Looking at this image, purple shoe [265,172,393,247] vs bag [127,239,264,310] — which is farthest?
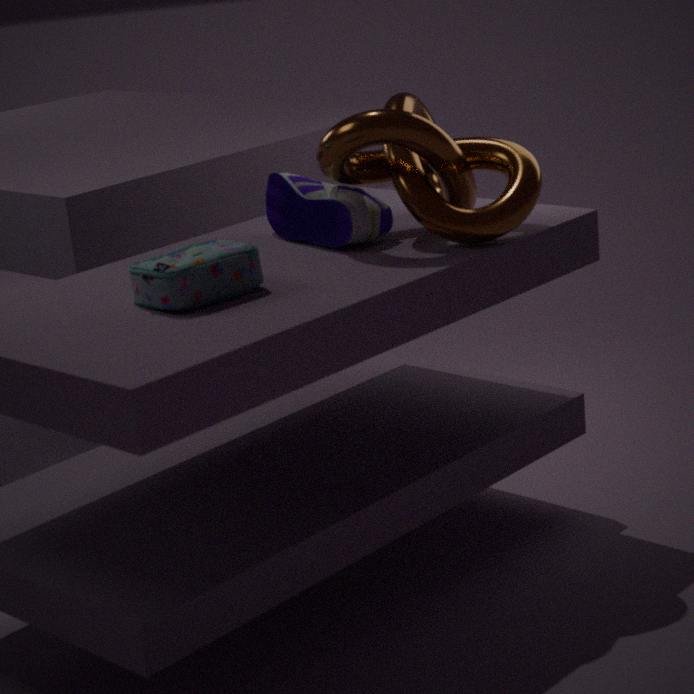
purple shoe [265,172,393,247]
